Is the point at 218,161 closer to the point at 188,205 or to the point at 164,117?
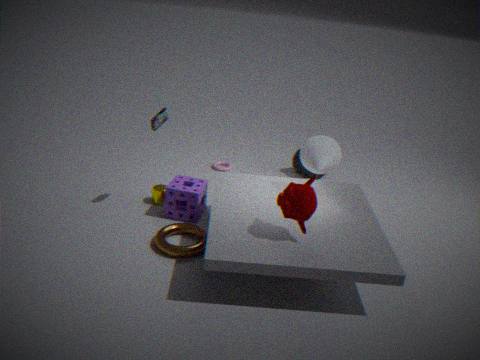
the point at 188,205
